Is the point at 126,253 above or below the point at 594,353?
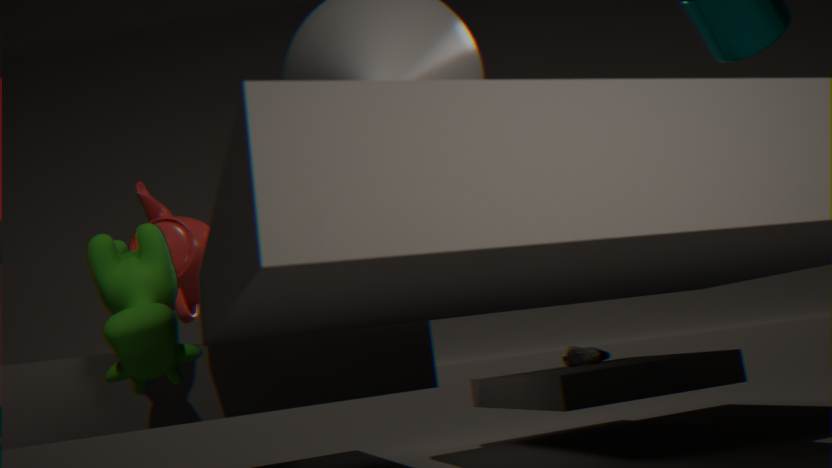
above
